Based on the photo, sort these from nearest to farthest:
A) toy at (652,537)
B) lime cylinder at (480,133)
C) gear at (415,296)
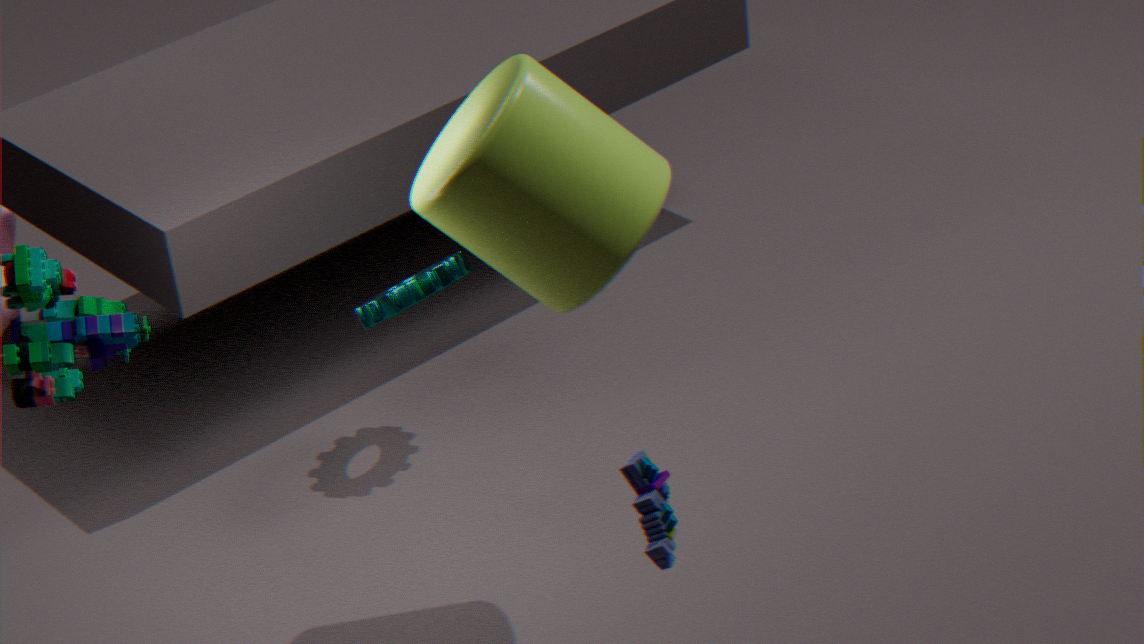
toy at (652,537), lime cylinder at (480,133), gear at (415,296)
